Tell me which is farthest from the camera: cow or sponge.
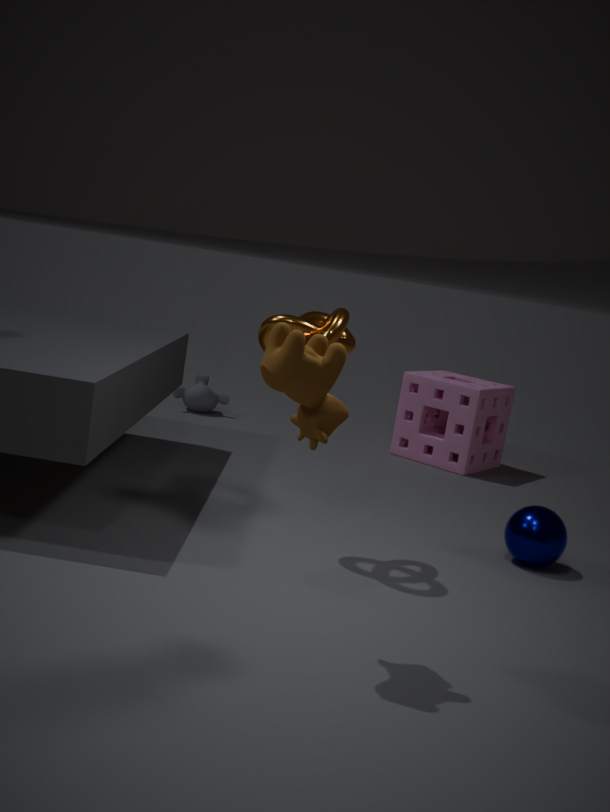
sponge
